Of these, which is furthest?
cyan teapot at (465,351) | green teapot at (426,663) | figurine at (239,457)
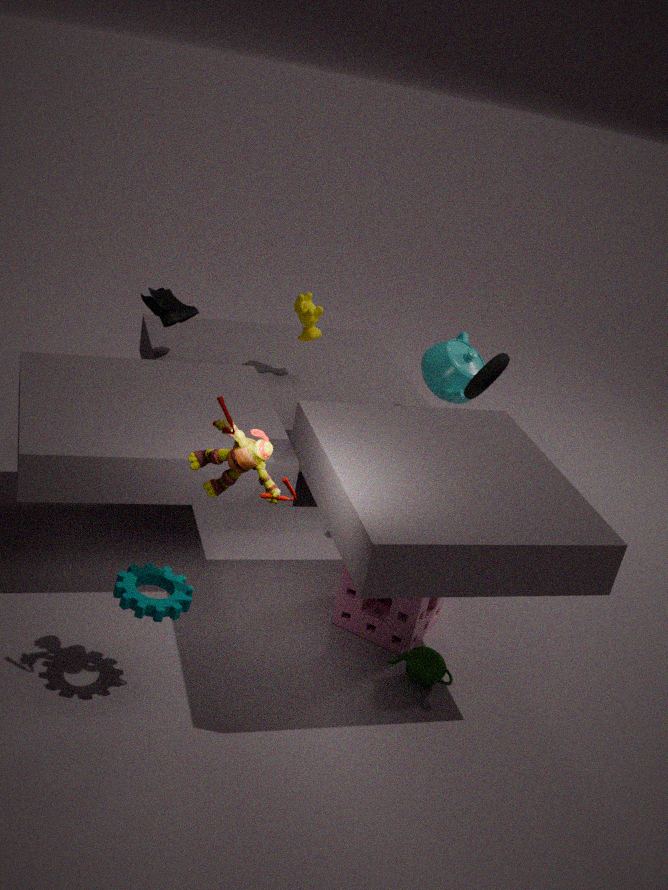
cyan teapot at (465,351)
